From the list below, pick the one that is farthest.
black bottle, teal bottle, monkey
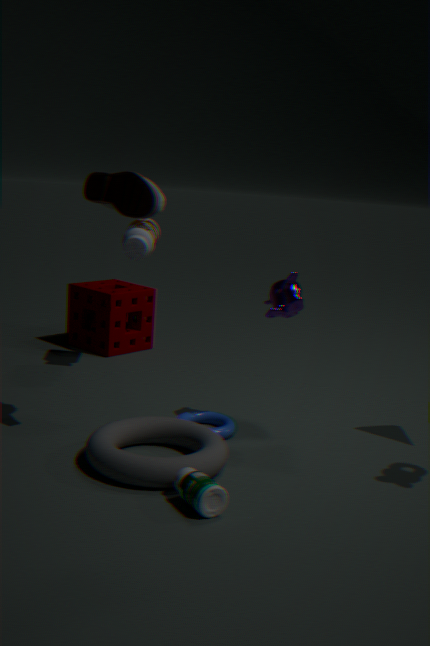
black bottle
